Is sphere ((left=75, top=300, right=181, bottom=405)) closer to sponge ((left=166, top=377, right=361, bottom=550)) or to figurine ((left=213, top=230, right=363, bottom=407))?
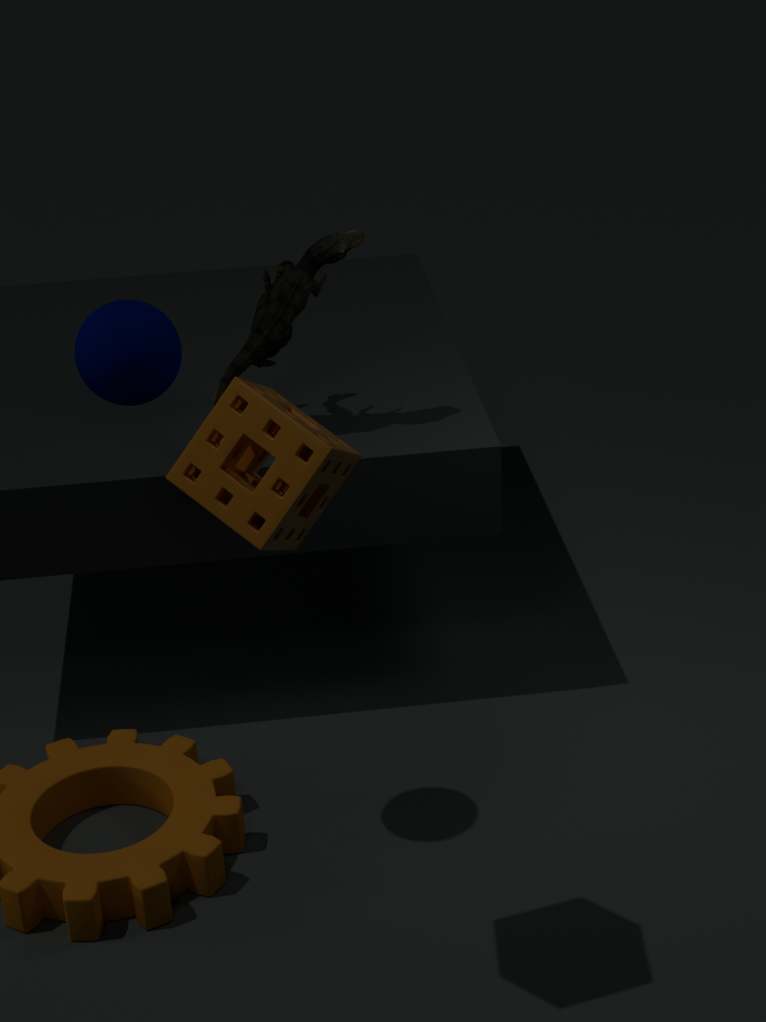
sponge ((left=166, top=377, right=361, bottom=550))
